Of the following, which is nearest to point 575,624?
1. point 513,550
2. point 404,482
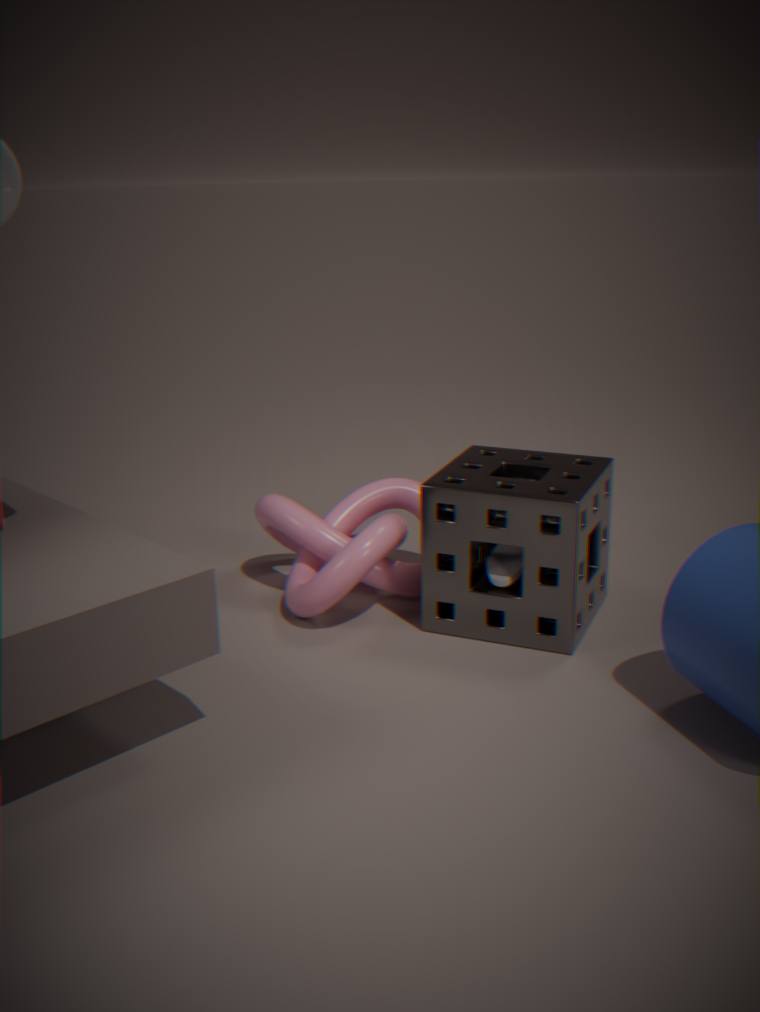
point 513,550
